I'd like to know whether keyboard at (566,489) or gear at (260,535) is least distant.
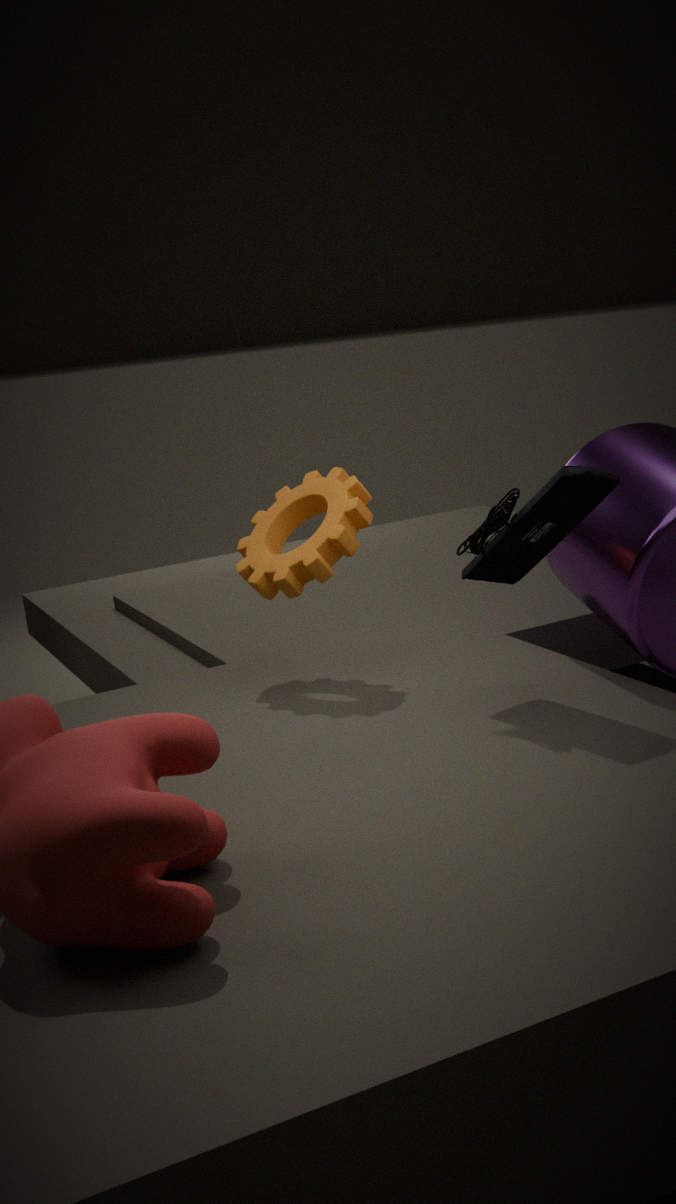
keyboard at (566,489)
